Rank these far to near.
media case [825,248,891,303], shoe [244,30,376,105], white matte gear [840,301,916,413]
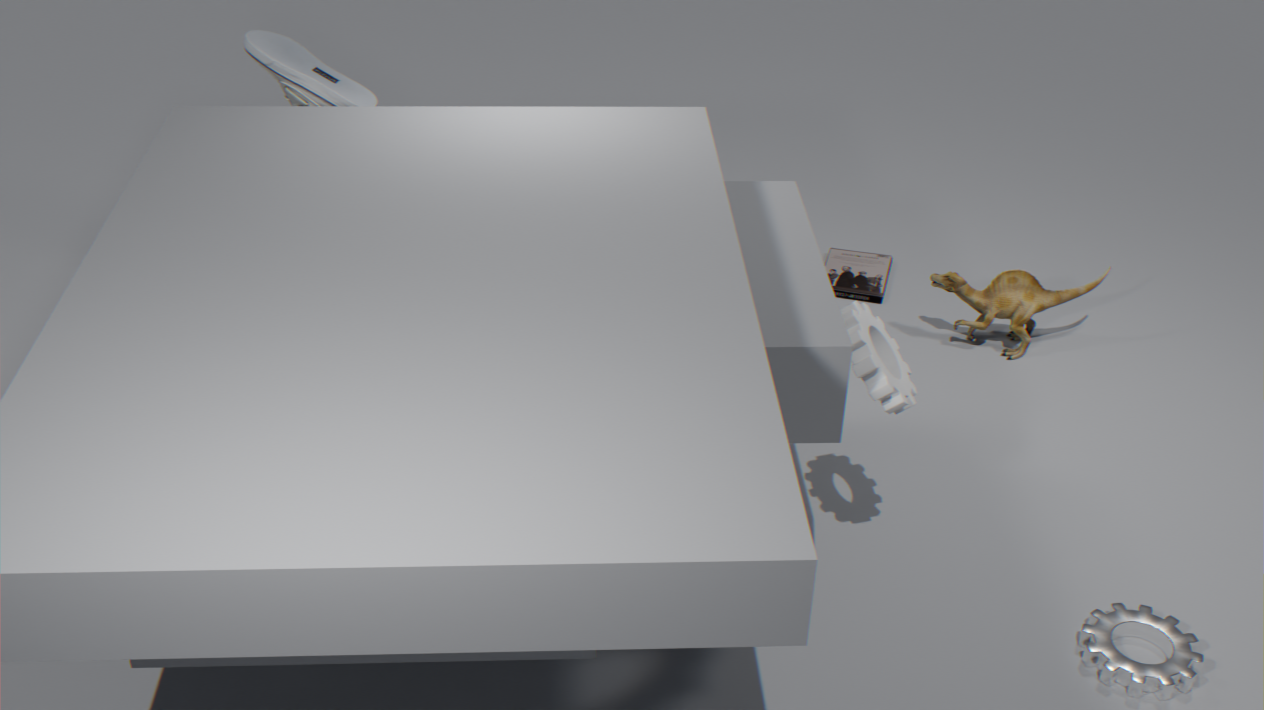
media case [825,248,891,303], shoe [244,30,376,105], white matte gear [840,301,916,413]
